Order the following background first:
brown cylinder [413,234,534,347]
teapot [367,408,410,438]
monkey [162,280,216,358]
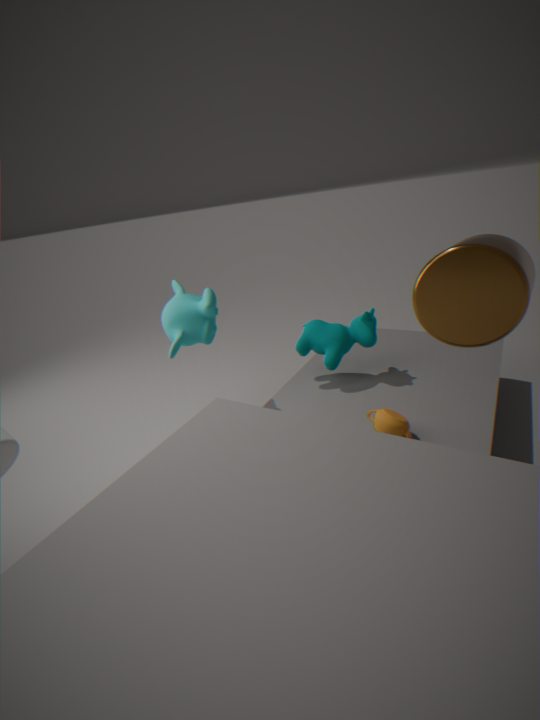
monkey [162,280,216,358] → teapot [367,408,410,438] → brown cylinder [413,234,534,347]
